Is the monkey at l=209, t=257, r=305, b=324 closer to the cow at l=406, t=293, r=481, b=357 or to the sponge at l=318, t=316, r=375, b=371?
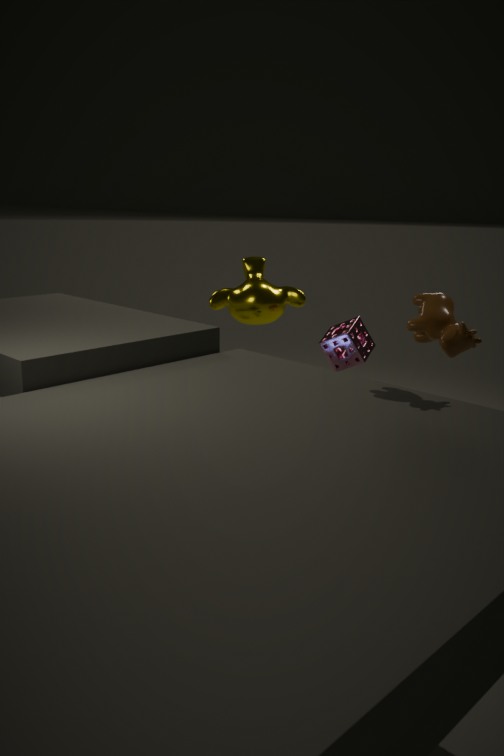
the sponge at l=318, t=316, r=375, b=371
